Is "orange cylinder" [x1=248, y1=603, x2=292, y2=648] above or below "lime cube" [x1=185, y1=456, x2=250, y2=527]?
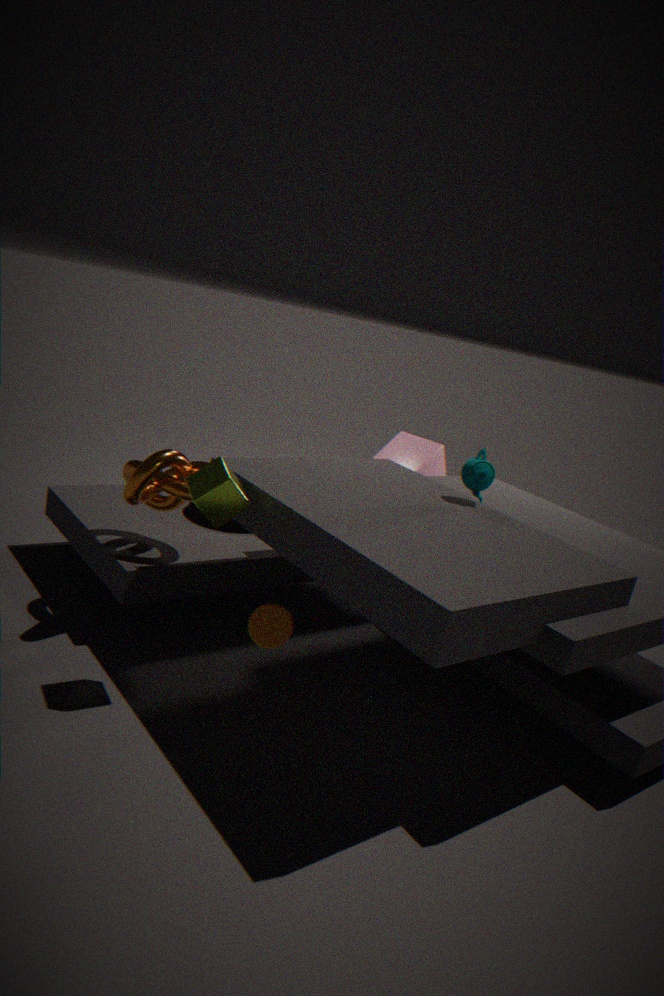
below
